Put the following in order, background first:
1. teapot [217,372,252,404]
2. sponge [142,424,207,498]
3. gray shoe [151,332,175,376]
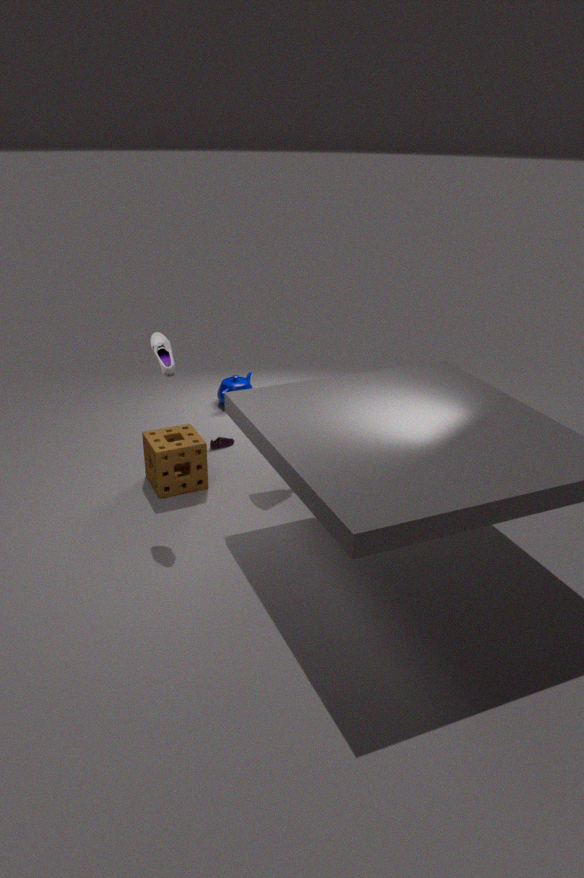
teapot [217,372,252,404], sponge [142,424,207,498], gray shoe [151,332,175,376]
